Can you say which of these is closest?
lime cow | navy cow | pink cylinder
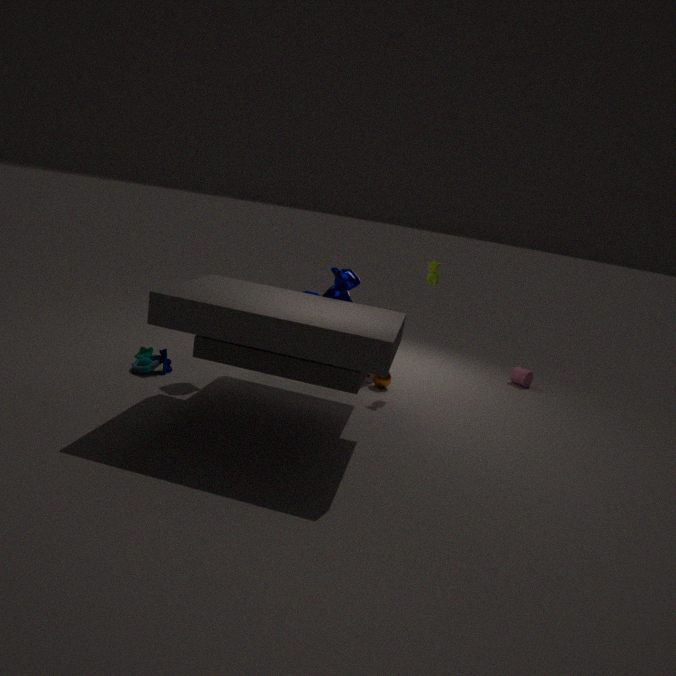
navy cow
